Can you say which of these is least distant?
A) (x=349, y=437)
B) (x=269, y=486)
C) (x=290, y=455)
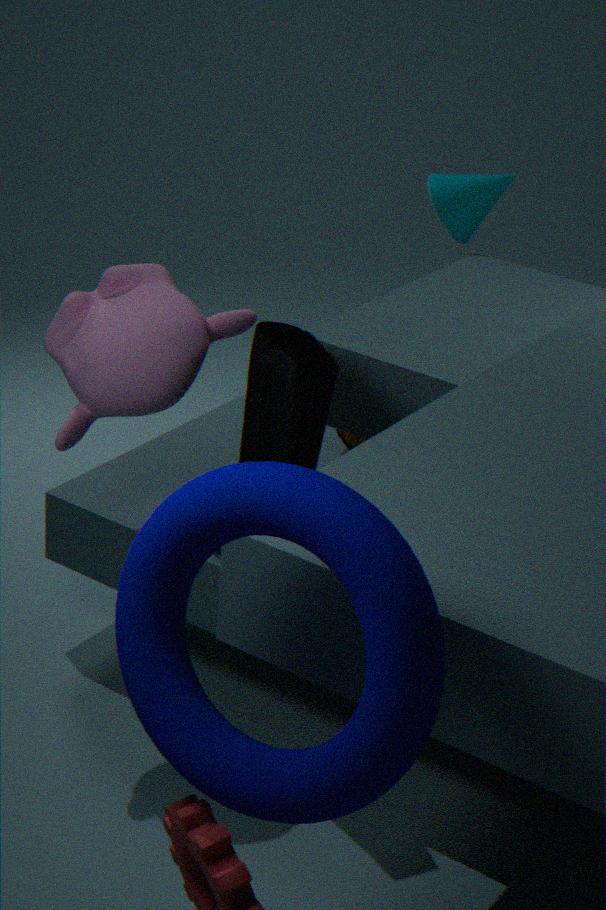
(x=269, y=486)
